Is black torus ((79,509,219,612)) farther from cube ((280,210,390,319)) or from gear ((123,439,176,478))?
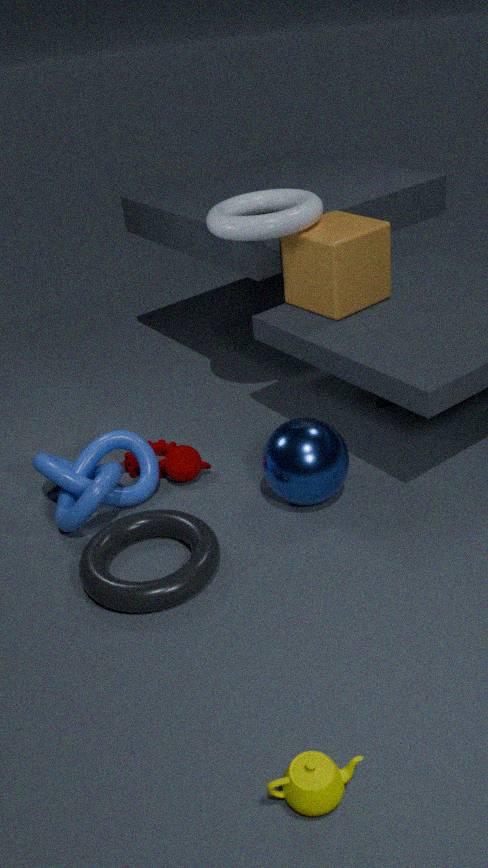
cube ((280,210,390,319))
